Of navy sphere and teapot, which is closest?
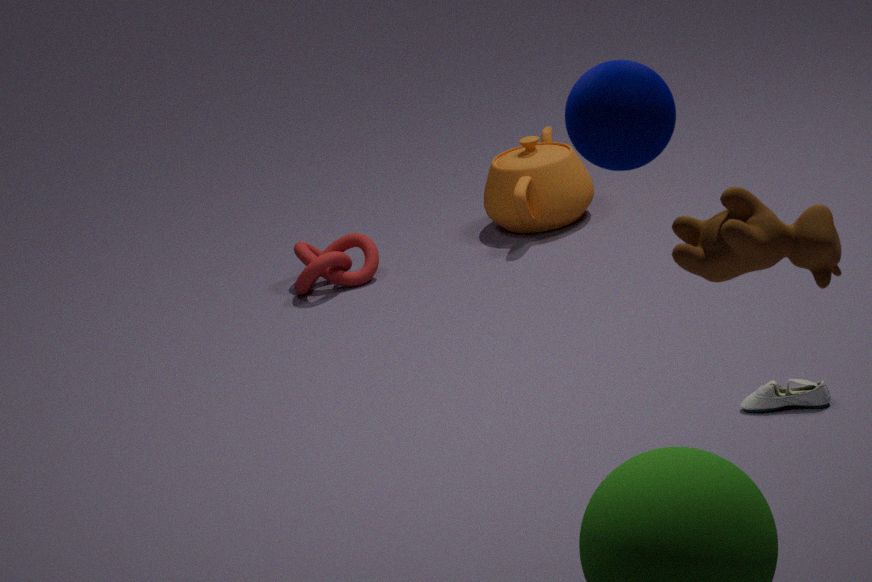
navy sphere
